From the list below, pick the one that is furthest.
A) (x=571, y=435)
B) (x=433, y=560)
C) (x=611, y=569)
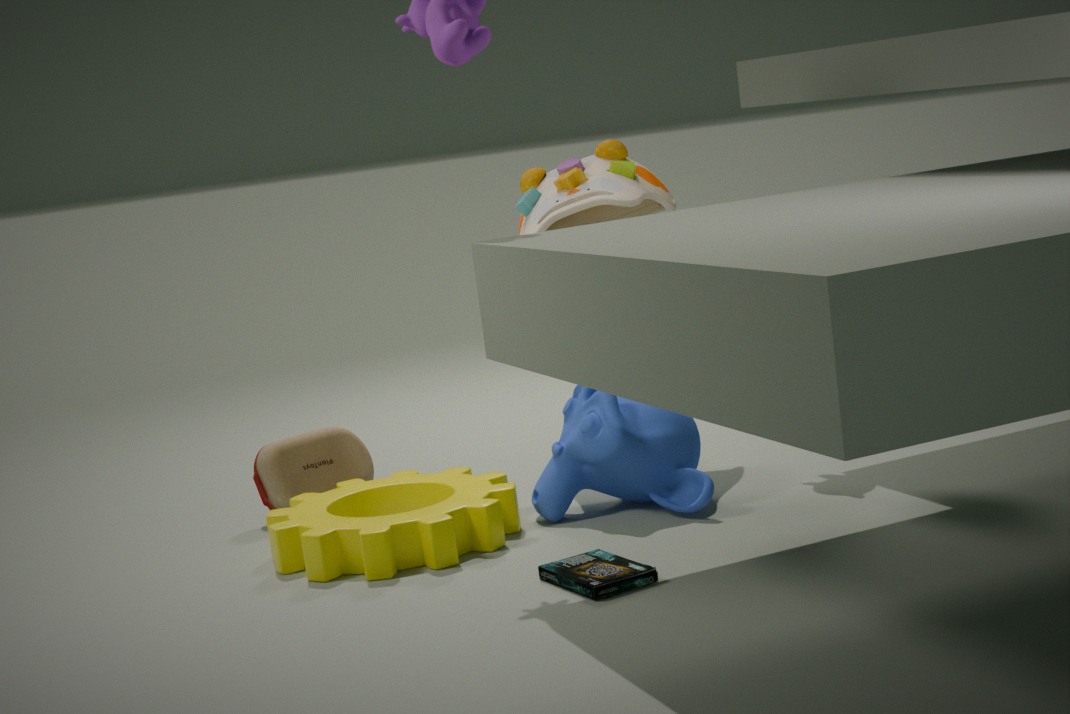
(x=571, y=435)
